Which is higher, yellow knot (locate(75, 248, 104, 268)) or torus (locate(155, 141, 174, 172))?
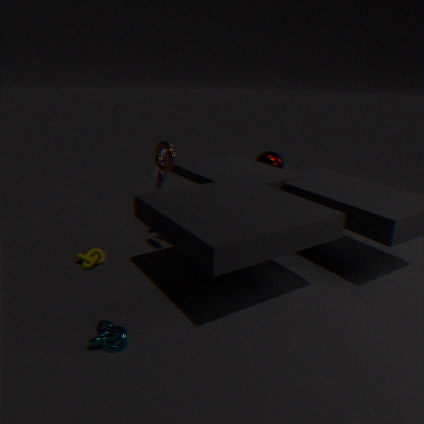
torus (locate(155, 141, 174, 172))
